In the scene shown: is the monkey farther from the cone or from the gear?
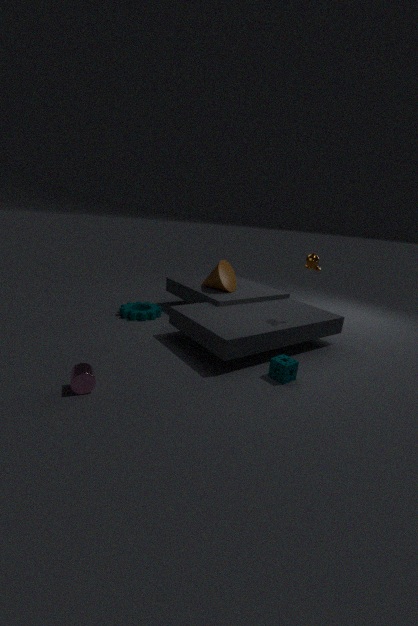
the gear
